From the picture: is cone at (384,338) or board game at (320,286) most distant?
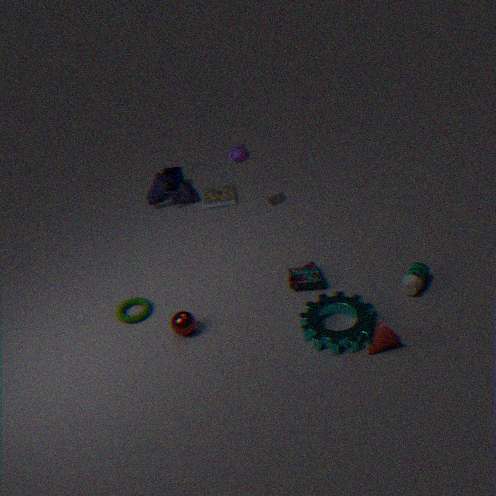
board game at (320,286)
